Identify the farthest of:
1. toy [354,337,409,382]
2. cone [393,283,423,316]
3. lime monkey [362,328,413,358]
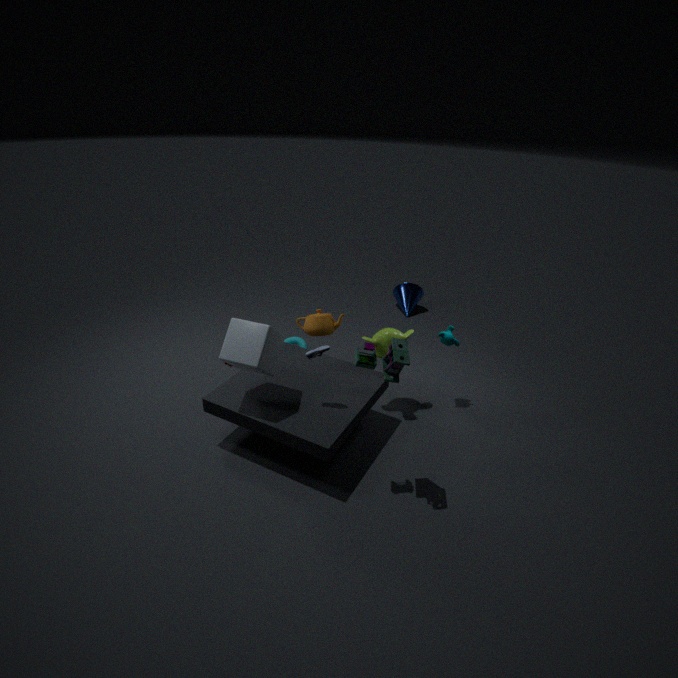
cone [393,283,423,316]
